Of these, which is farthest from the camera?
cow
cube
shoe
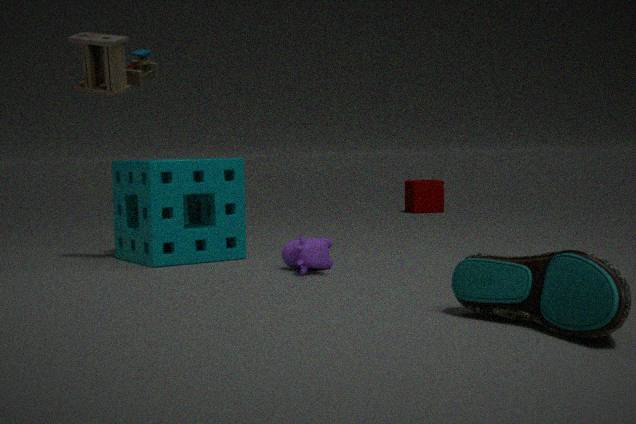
cube
